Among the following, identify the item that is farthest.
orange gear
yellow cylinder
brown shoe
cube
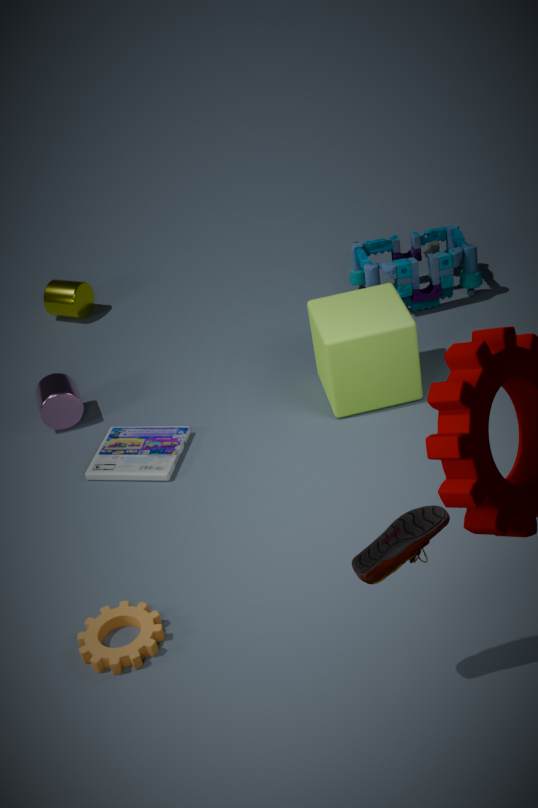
yellow cylinder
